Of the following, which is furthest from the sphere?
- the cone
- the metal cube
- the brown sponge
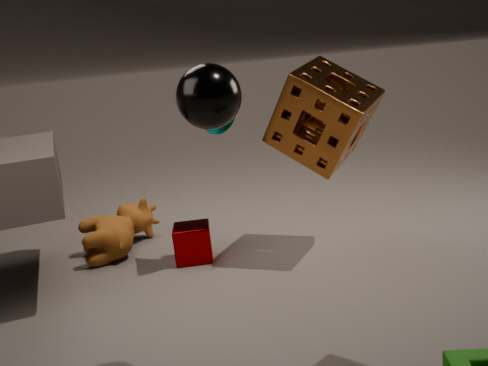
the metal cube
